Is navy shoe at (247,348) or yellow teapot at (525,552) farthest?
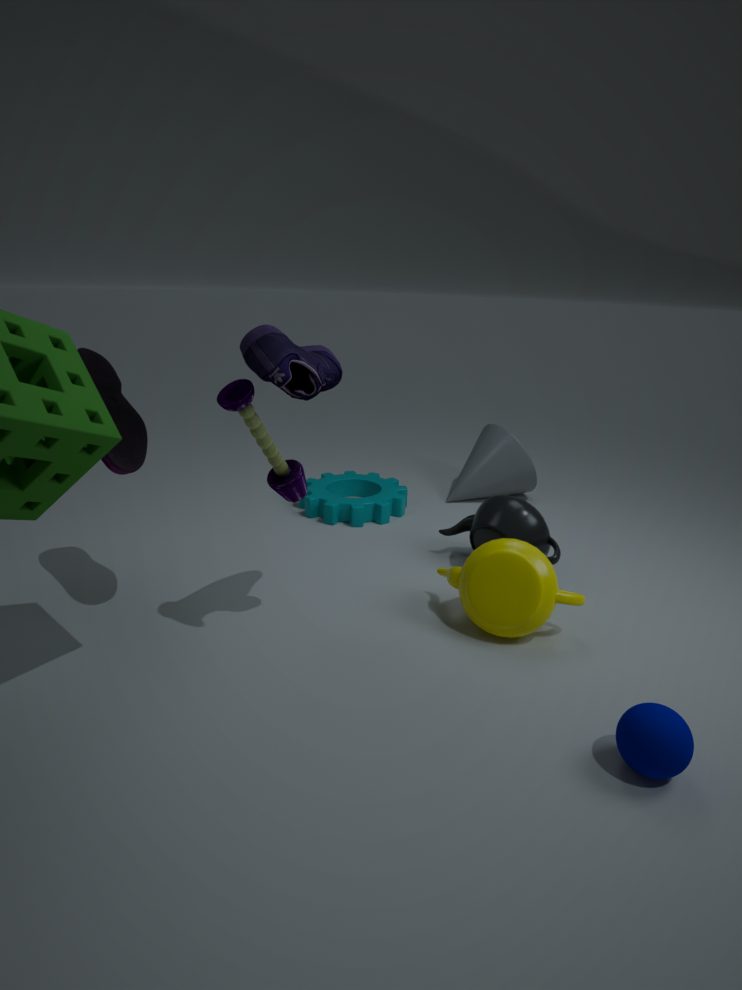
yellow teapot at (525,552)
